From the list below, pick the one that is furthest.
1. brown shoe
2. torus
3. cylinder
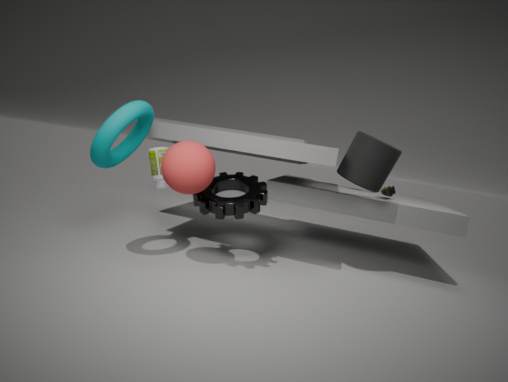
brown shoe
